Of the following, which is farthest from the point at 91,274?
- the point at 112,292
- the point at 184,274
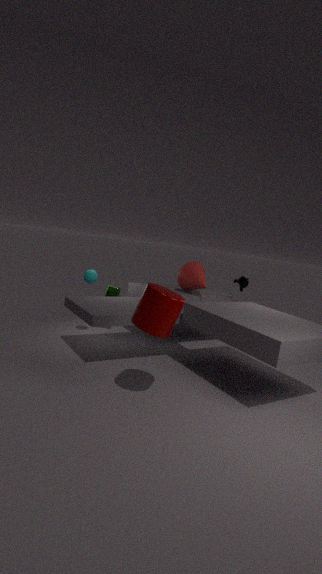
the point at 184,274
